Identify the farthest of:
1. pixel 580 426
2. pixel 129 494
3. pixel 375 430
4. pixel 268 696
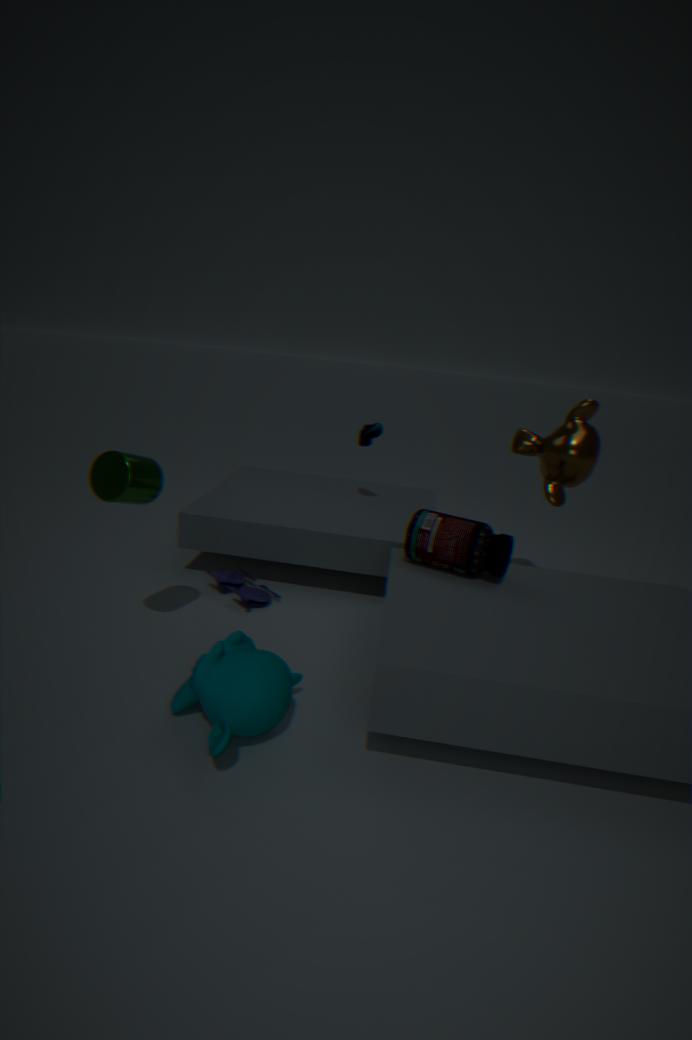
pixel 375 430
